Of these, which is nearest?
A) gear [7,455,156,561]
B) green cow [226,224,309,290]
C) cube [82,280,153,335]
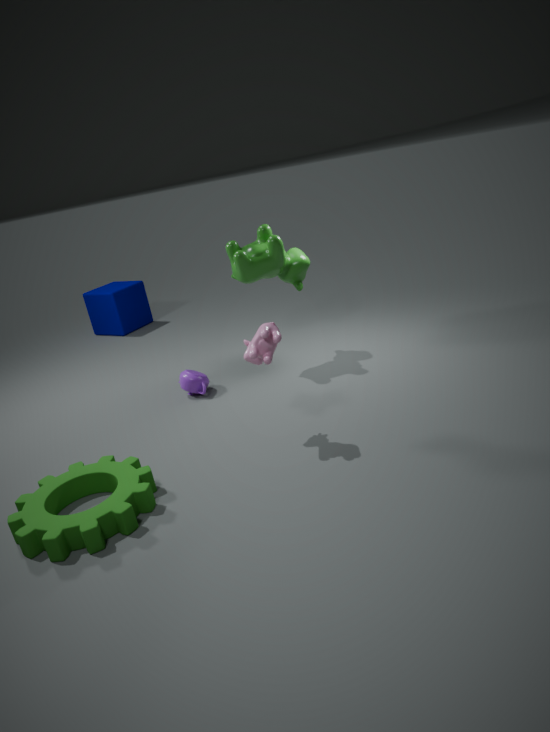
gear [7,455,156,561]
